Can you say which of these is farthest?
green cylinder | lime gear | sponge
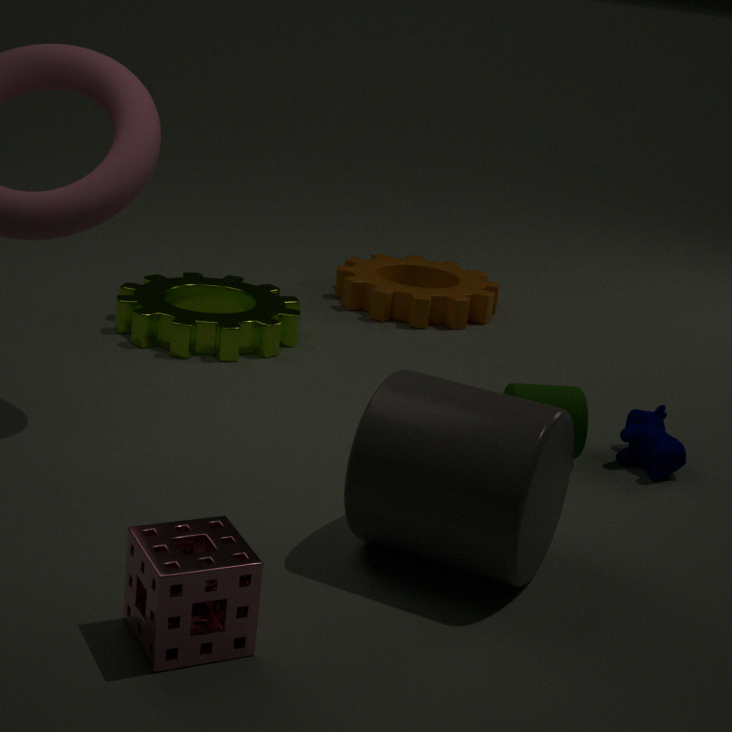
lime gear
